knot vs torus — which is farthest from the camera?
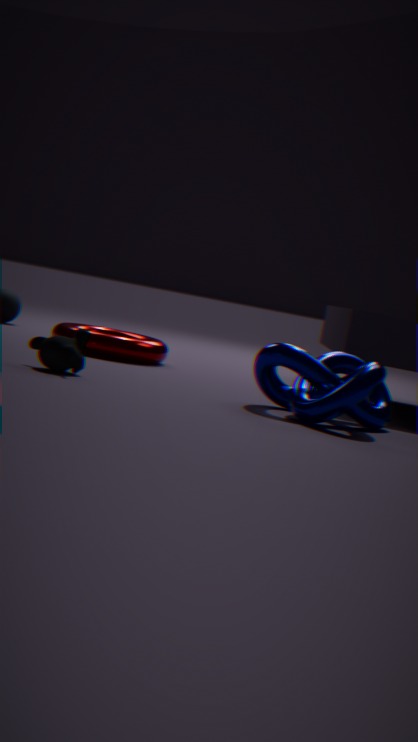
torus
